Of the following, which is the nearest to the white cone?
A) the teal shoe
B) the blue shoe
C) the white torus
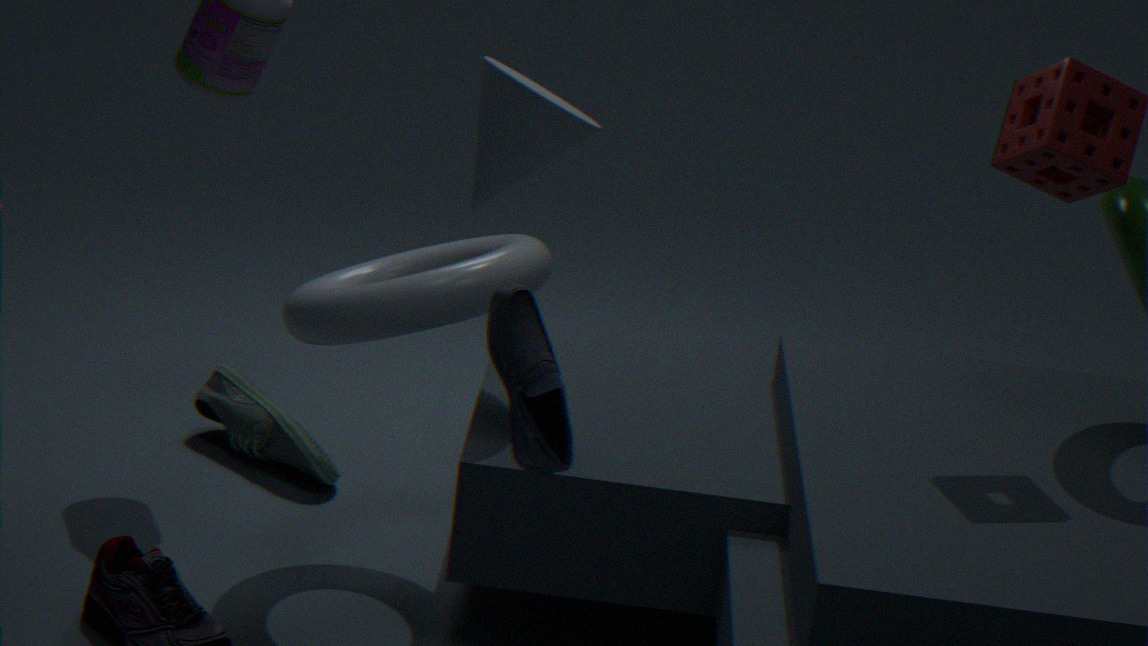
the blue shoe
